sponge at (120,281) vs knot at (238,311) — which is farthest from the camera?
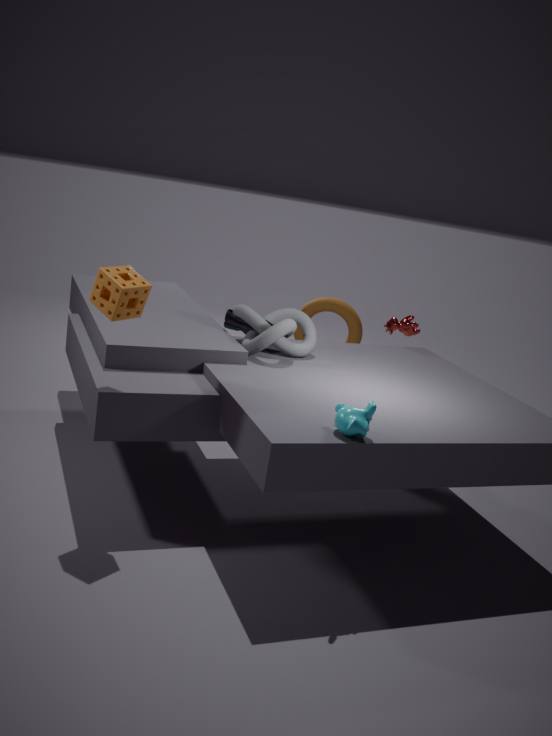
knot at (238,311)
